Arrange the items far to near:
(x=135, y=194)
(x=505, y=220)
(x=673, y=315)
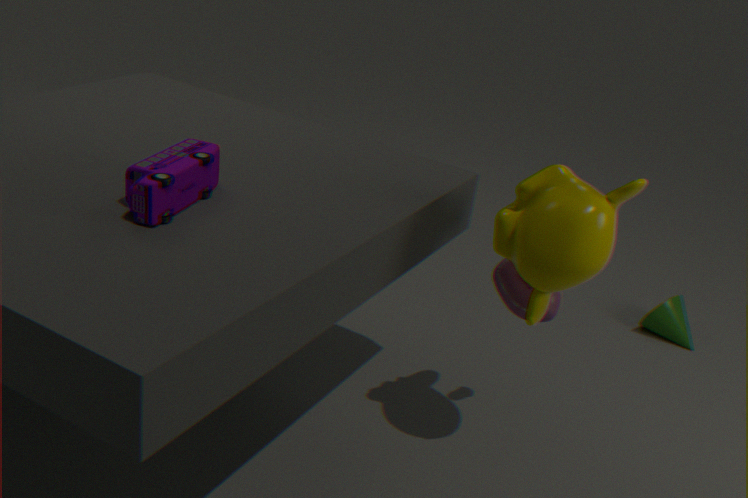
1. (x=673, y=315)
2. (x=505, y=220)
3. (x=135, y=194)
